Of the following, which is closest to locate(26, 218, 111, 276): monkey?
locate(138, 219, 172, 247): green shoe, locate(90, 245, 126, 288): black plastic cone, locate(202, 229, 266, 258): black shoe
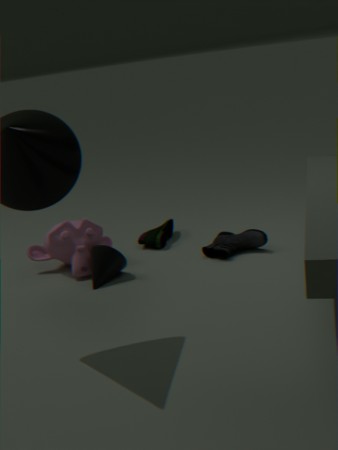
locate(90, 245, 126, 288): black plastic cone
